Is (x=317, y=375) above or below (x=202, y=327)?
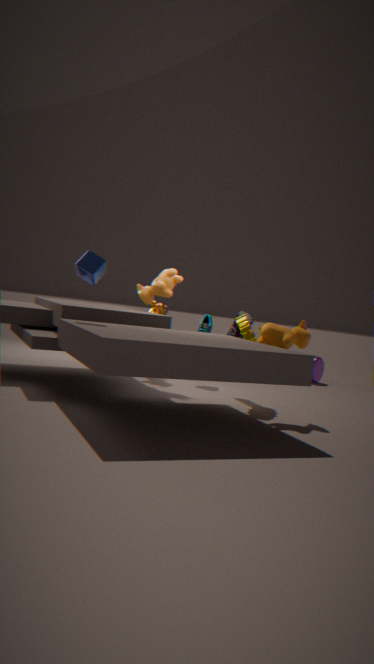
below
